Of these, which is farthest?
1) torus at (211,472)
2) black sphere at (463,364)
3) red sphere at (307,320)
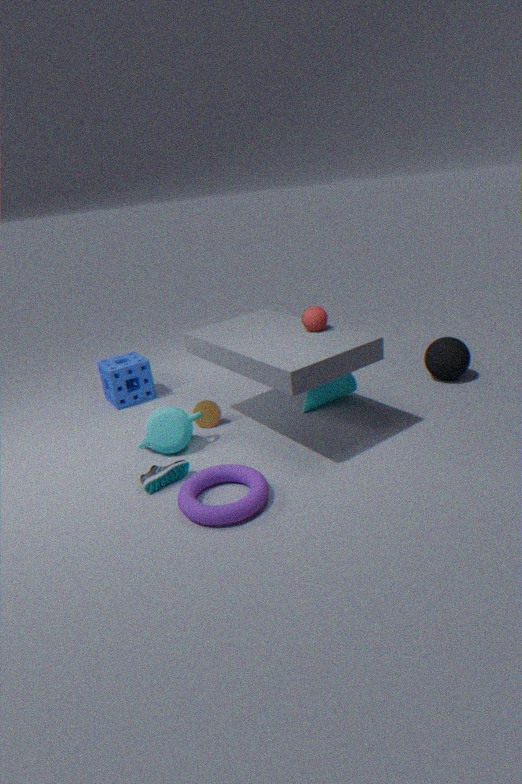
2. black sphere at (463,364)
